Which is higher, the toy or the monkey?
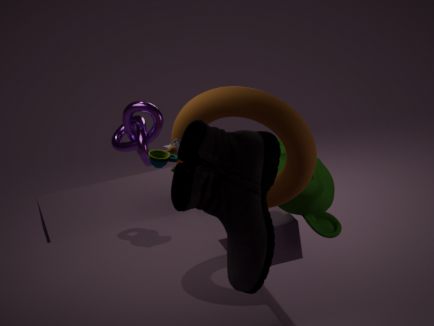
the toy
